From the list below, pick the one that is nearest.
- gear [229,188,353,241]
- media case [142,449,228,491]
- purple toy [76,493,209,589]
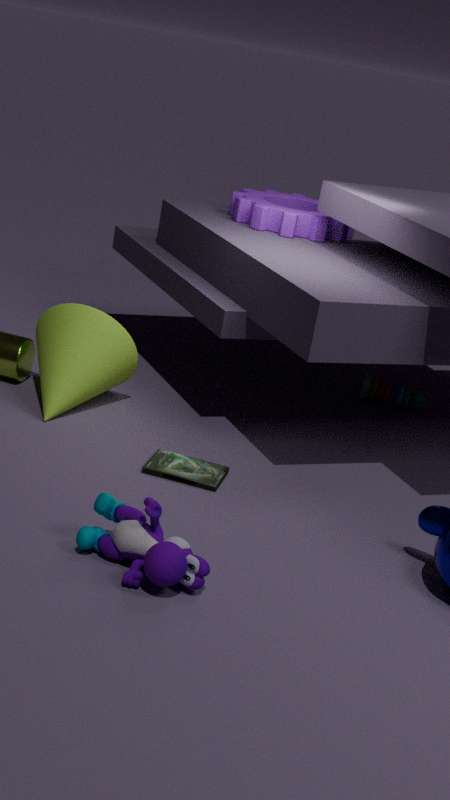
purple toy [76,493,209,589]
